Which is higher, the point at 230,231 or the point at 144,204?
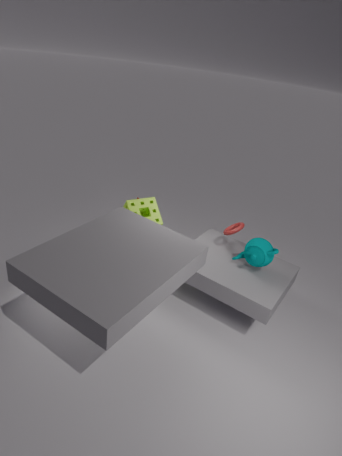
the point at 230,231
